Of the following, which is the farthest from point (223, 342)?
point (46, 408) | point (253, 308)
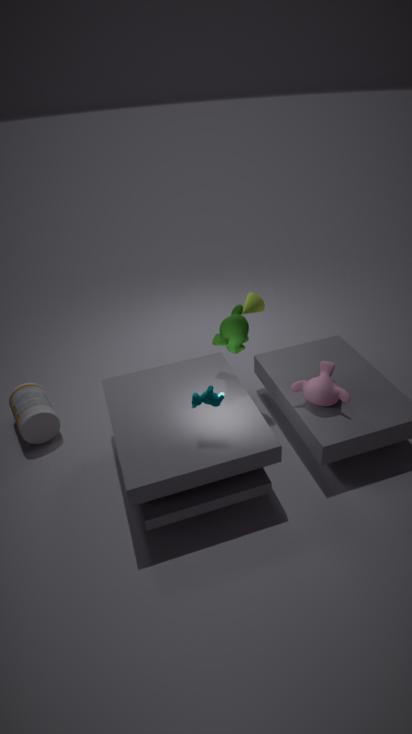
point (46, 408)
